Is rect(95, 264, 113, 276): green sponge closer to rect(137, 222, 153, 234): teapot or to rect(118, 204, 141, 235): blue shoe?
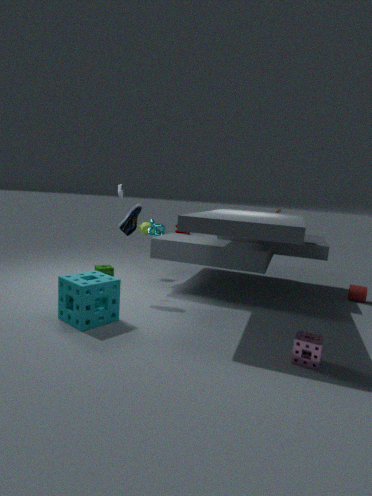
rect(137, 222, 153, 234): teapot
